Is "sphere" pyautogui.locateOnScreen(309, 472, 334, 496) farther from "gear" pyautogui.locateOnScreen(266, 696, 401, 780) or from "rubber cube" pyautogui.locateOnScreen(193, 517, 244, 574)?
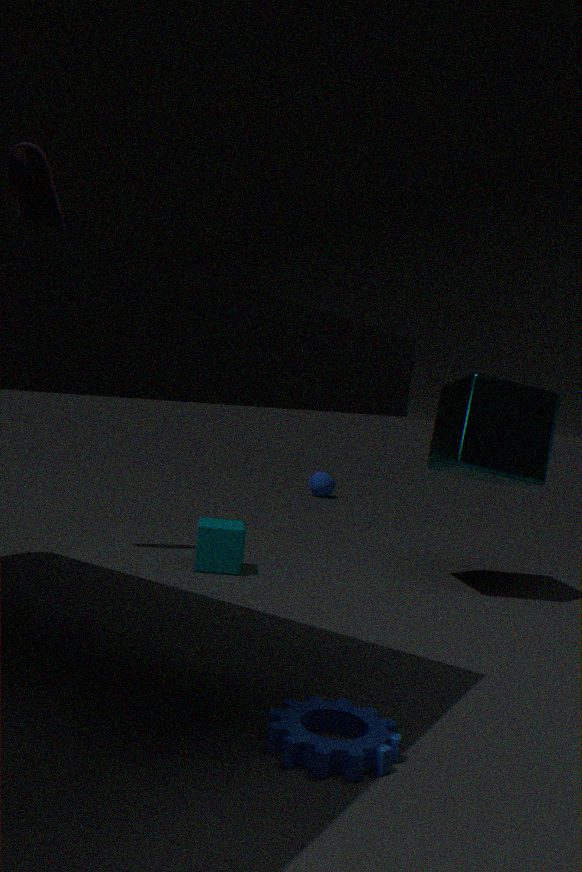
"gear" pyautogui.locateOnScreen(266, 696, 401, 780)
